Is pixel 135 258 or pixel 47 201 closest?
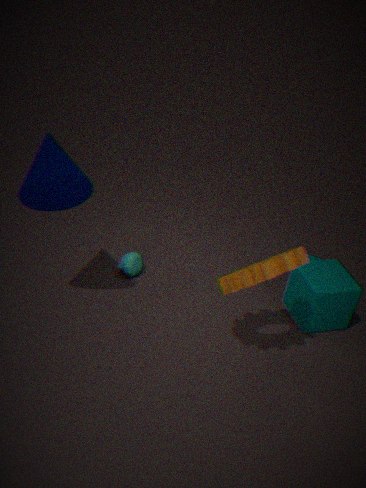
pixel 47 201
